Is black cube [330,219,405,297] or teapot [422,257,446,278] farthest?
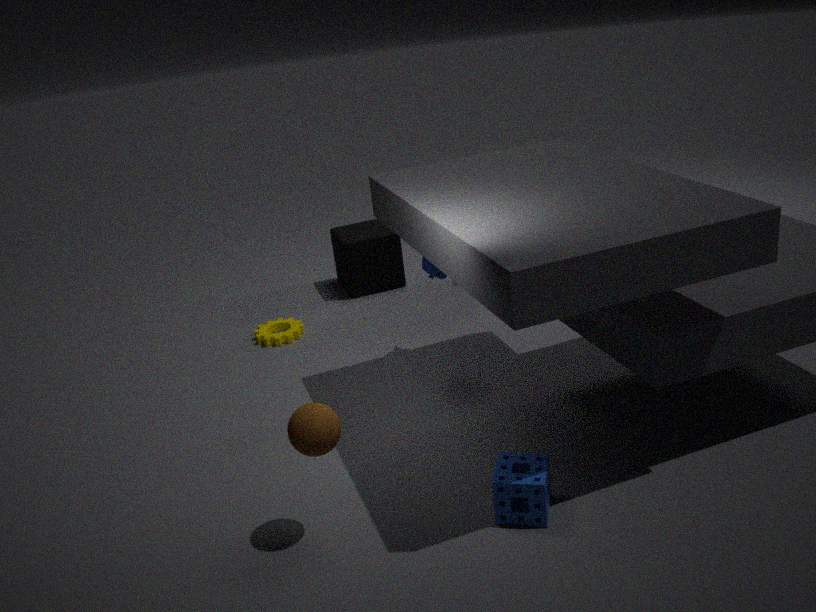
black cube [330,219,405,297]
